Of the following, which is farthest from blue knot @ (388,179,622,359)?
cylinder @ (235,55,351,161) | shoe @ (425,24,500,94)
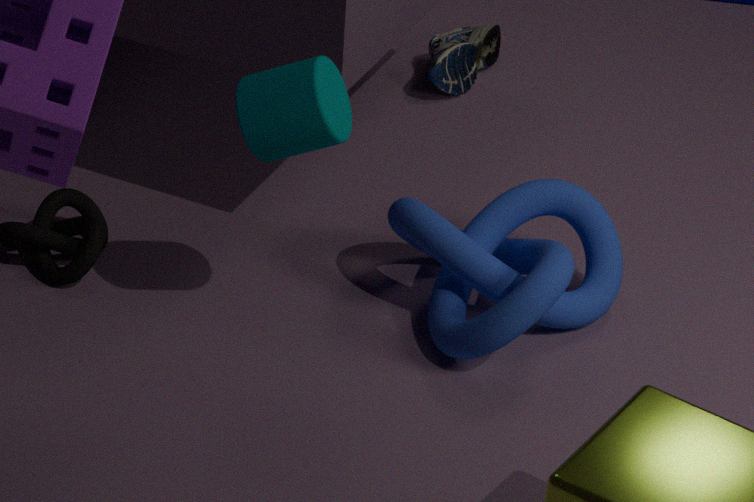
shoe @ (425,24,500,94)
